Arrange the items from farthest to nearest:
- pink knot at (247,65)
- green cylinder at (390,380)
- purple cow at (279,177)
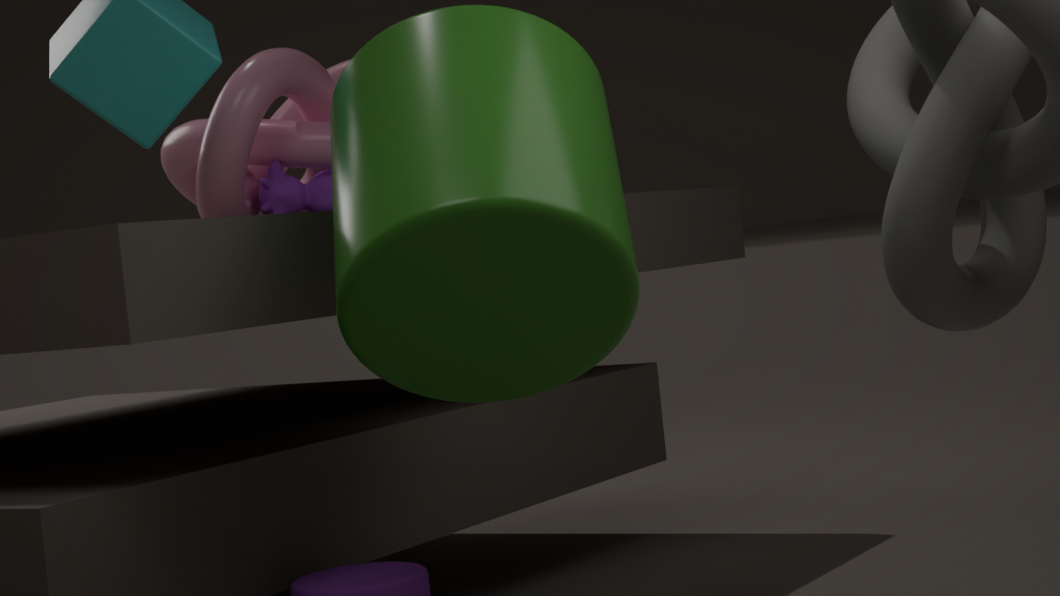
purple cow at (279,177), pink knot at (247,65), green cylinder at (390,380)
